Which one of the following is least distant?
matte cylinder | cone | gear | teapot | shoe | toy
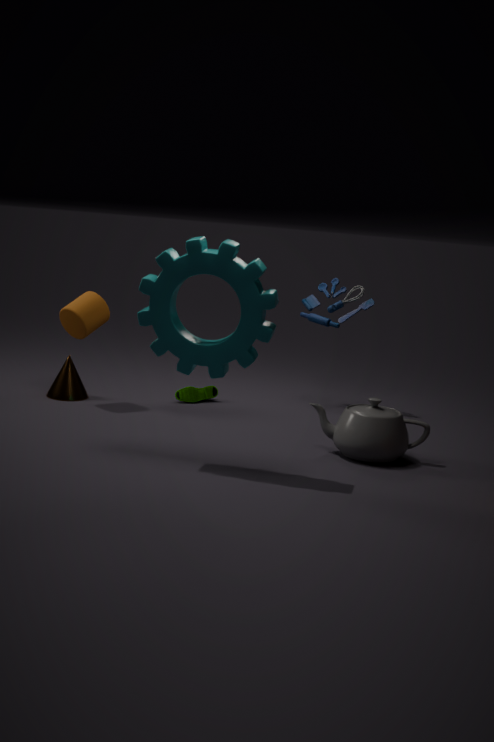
gear
